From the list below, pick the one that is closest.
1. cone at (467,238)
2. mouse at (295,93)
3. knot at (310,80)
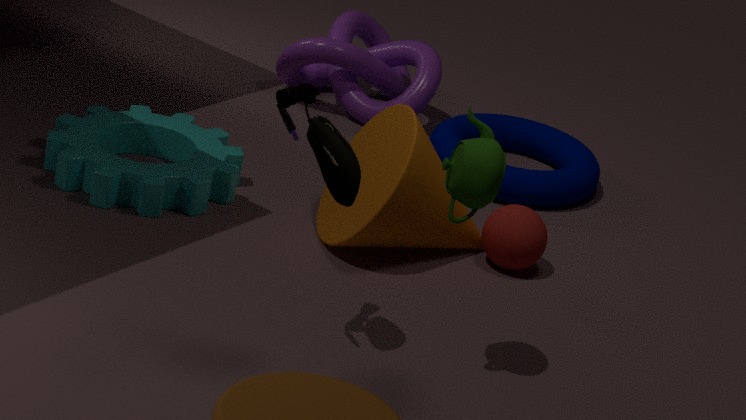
mouse at (295,93)
